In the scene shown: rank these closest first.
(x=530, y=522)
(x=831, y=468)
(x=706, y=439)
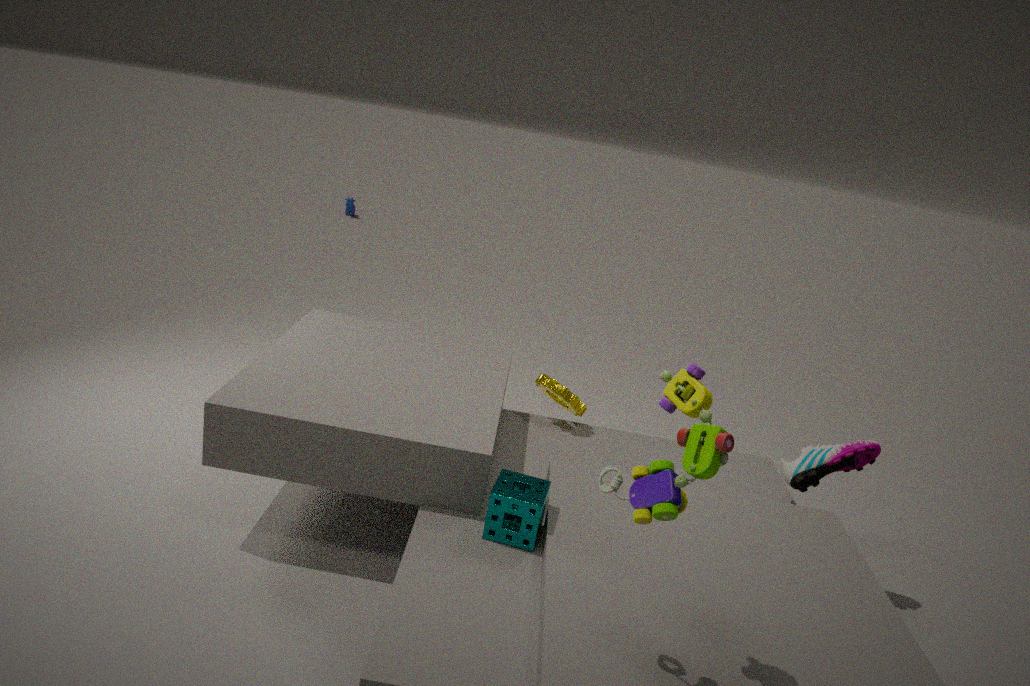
1. (x=706, y=439)
2. (x=530, y=522)
3. (x=831, y=468)
